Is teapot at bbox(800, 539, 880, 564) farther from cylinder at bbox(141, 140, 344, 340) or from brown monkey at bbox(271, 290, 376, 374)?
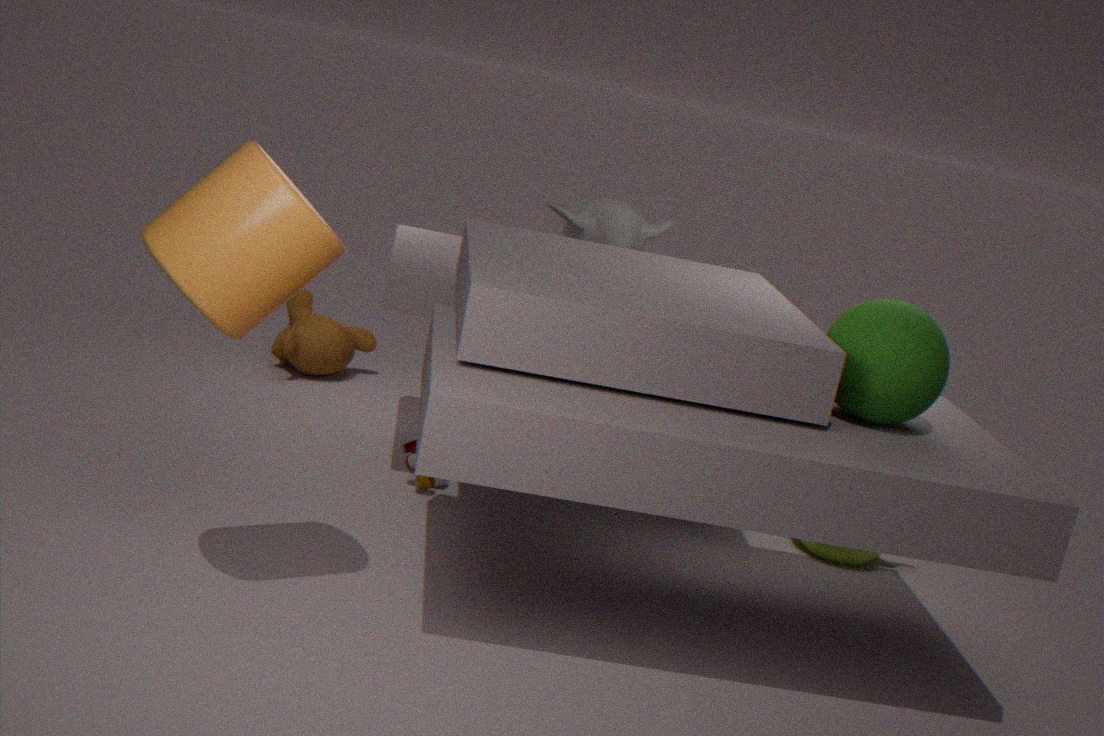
cylinder at bbox(141, 140, 344, 340)
